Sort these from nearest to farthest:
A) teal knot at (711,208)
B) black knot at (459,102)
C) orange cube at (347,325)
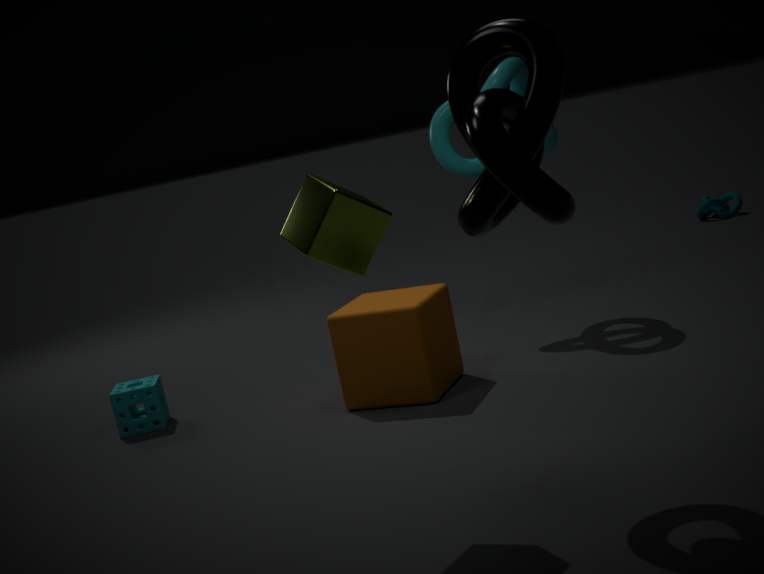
black knot at (459,102) → orange cube at (347,325) → teal knot at (711,208)
